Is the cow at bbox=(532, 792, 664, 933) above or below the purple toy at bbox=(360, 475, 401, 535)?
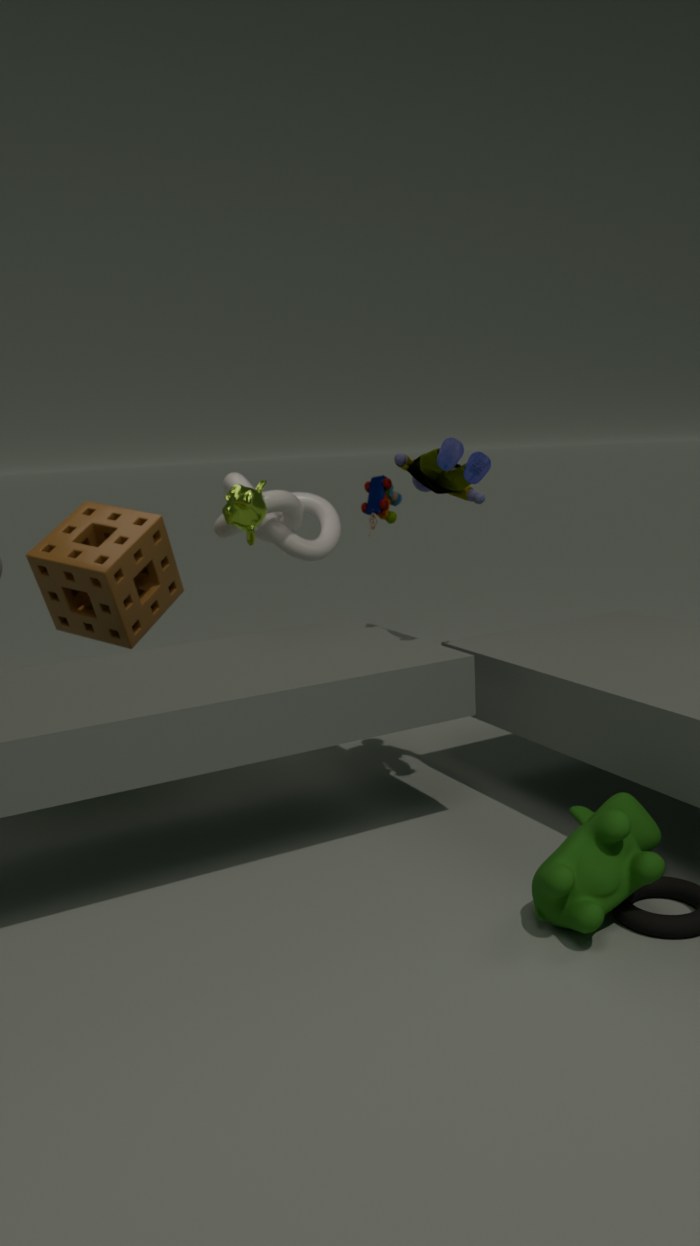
below
